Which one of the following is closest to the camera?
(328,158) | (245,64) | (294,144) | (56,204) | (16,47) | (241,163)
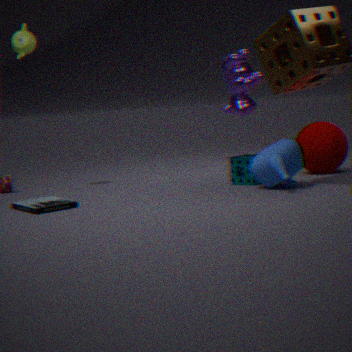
(56,204)
